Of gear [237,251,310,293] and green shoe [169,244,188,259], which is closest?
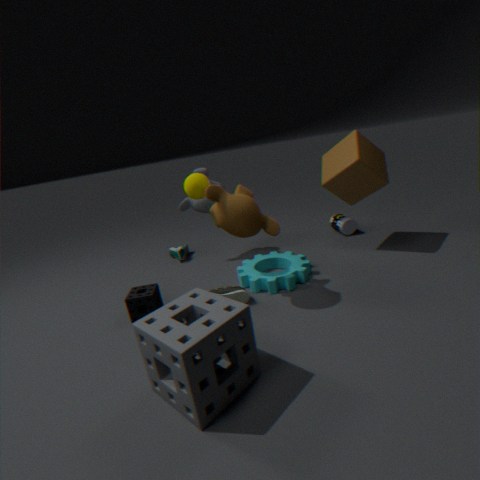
gear [237,251,310,293]
